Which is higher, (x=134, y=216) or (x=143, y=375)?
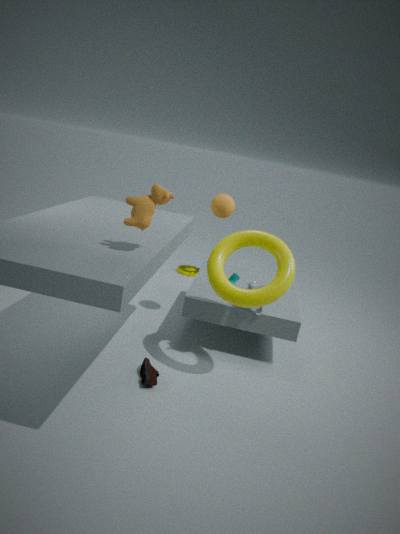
(x=134, y=216)
